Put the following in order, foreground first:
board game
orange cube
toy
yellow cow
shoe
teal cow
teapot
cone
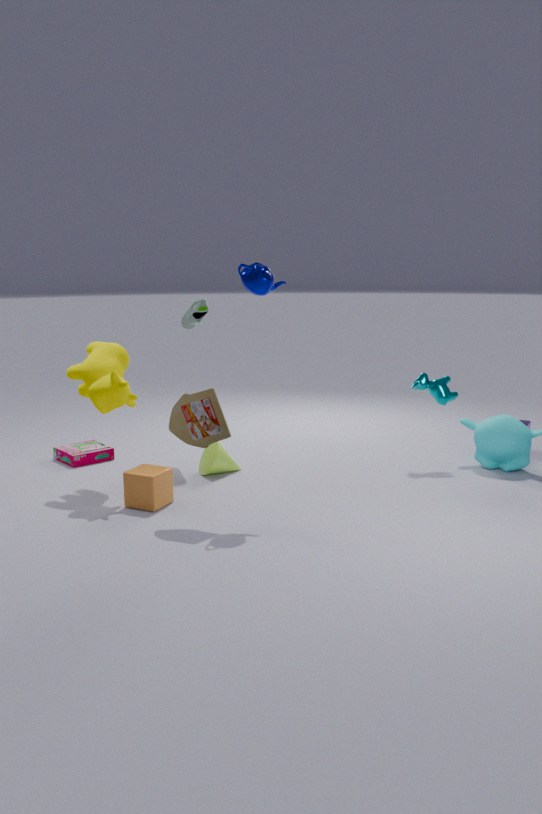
toy, teapot, orange cube, yellow cow, cone, teal cow, shoe, board game
